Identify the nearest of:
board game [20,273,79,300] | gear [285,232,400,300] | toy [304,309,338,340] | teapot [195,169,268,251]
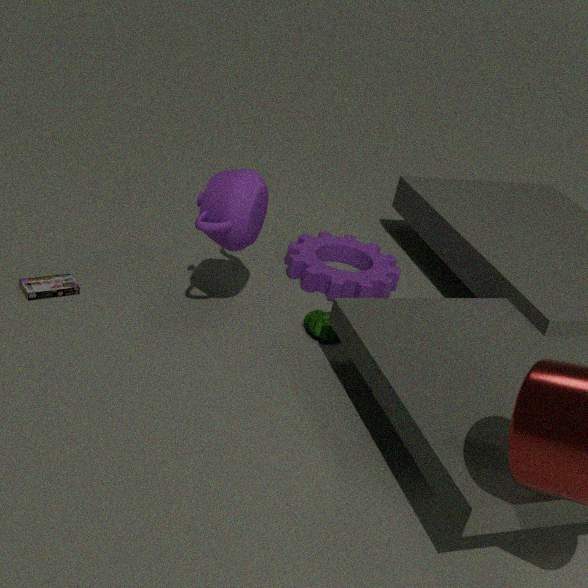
teapot [195,169,268,251]
